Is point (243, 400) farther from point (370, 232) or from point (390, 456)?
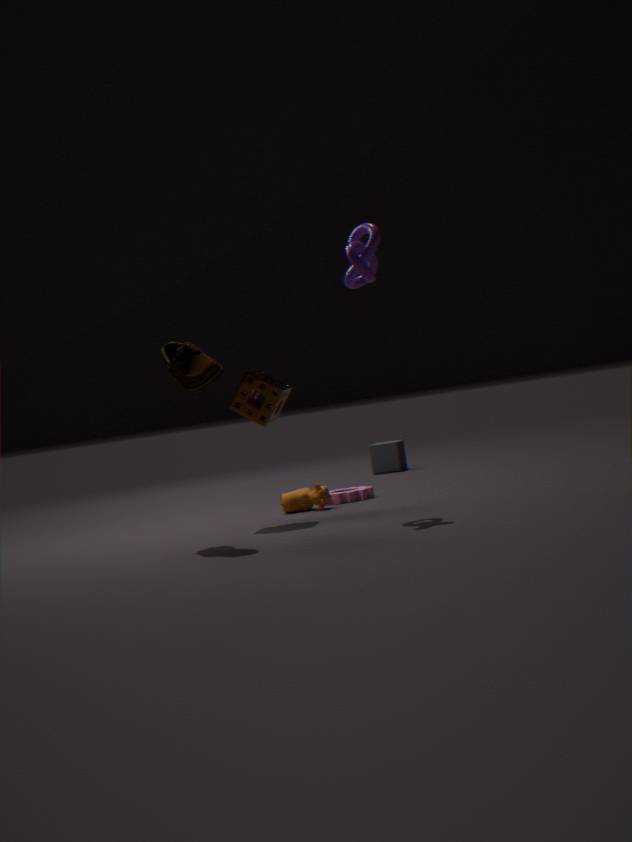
point (390, 456)
